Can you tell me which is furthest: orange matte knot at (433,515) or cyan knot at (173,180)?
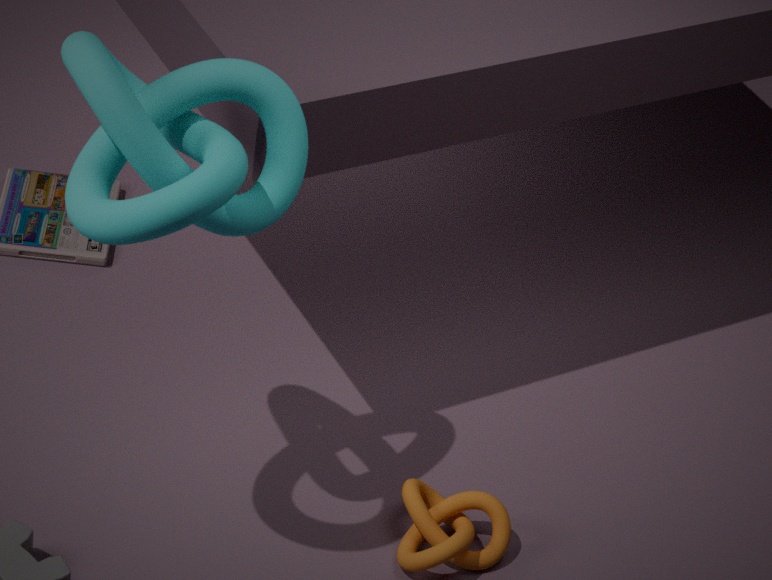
orange matte knot at (433,515)
